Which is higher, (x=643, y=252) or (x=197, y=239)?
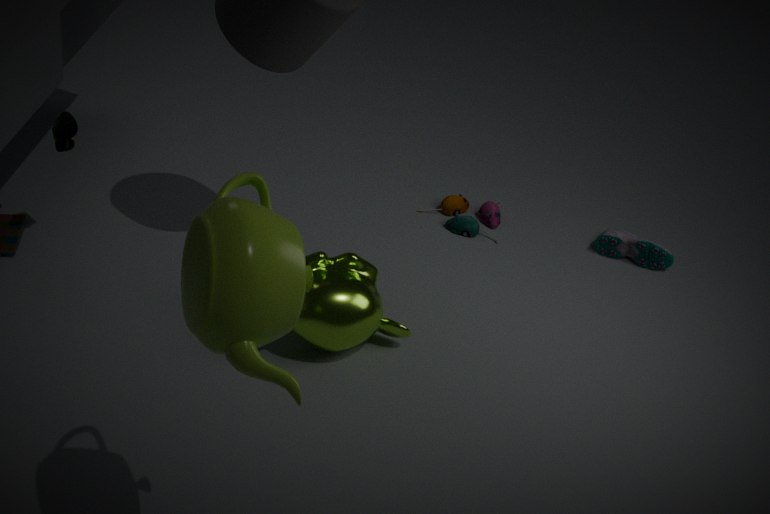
(x=197, y=239)
